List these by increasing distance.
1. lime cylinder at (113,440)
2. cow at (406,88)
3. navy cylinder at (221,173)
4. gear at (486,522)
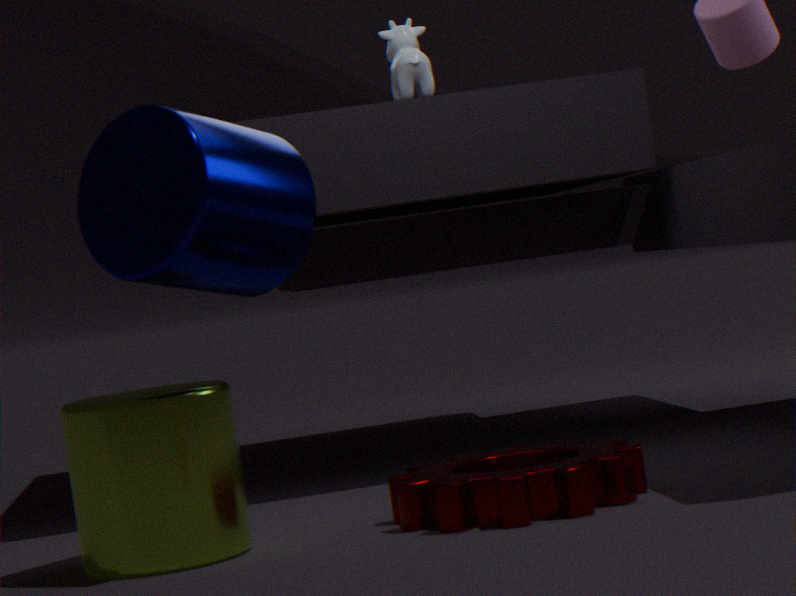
navy cylinder at (221,173), gear at (486,522), lime cylinder at (113,440), cow at (406,88)
